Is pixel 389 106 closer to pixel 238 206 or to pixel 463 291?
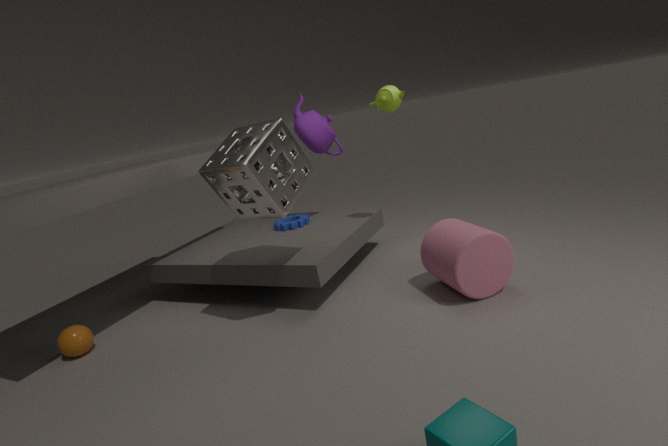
pixel 238 206
